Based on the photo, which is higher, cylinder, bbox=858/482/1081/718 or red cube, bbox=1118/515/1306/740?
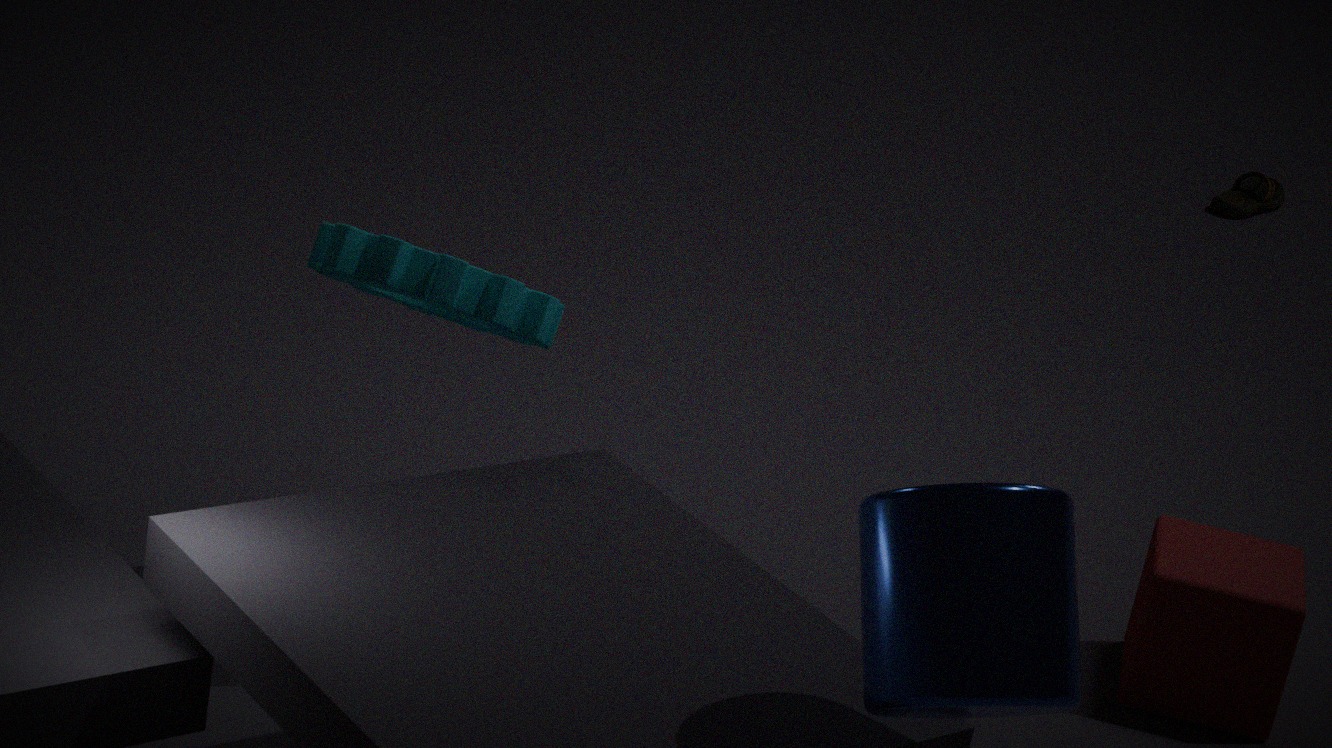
cylinder, bbox=858/482/1081/718
